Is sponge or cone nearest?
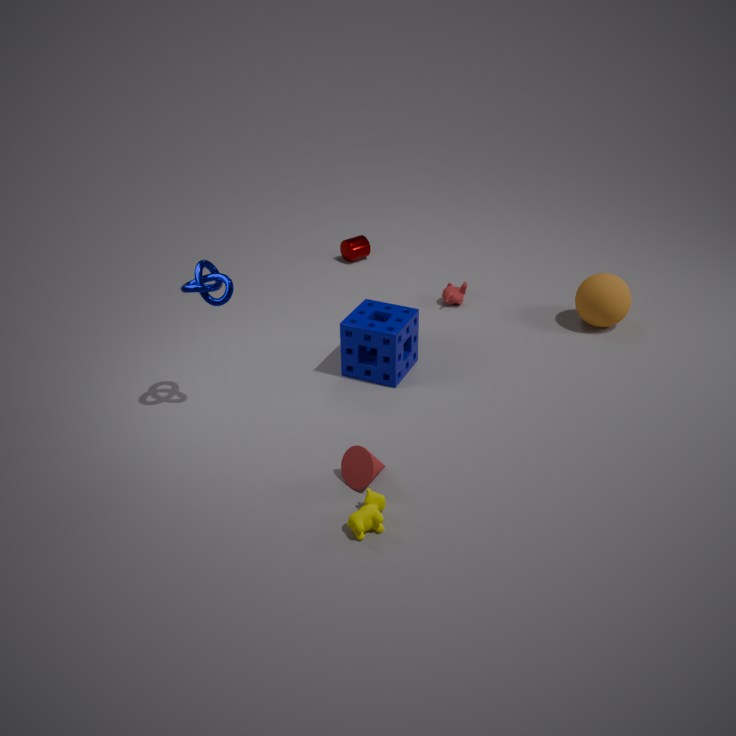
cone
